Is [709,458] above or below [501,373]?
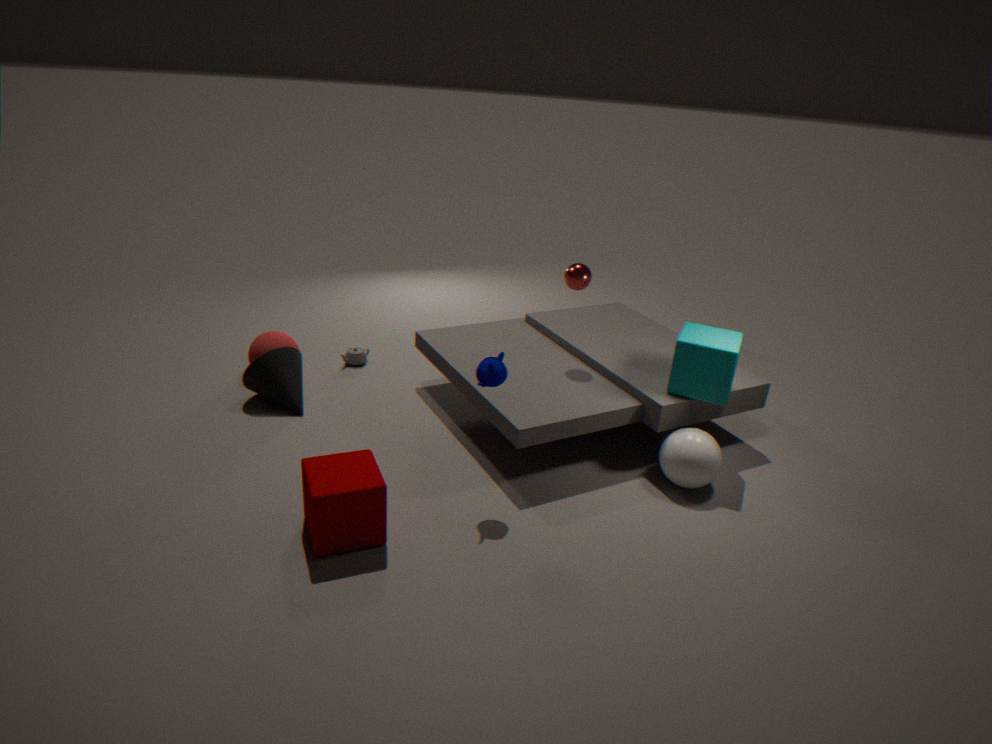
below
